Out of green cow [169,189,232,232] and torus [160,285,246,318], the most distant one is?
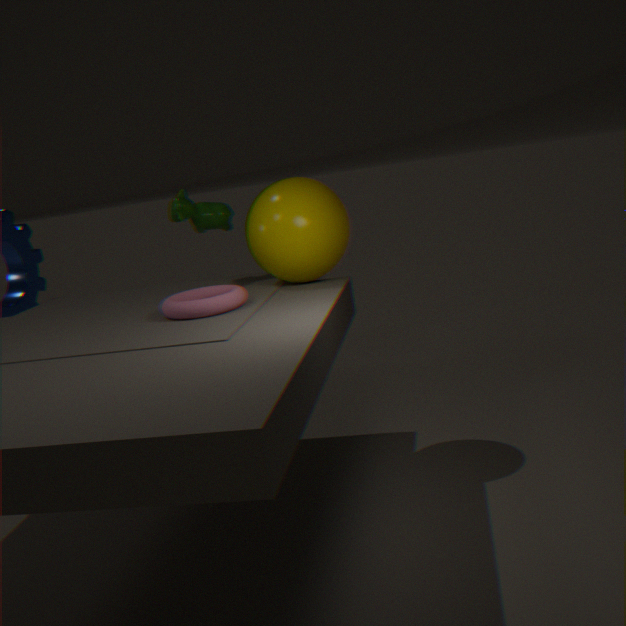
green cow [169,189,232,232]
